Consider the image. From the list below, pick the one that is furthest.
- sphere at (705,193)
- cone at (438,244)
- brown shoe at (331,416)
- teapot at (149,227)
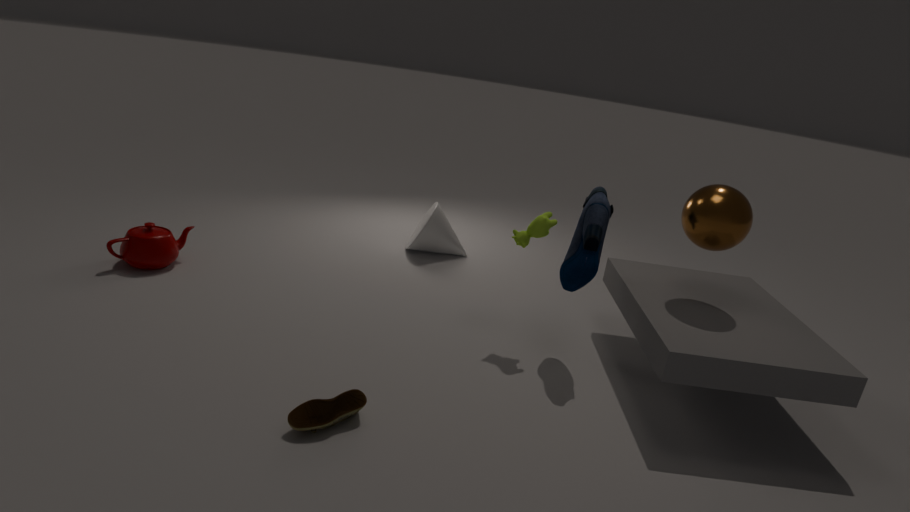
cone at (438,244)
